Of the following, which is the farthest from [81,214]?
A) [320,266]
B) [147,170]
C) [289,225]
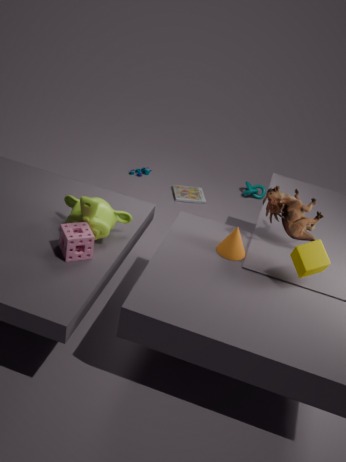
[147,170]
